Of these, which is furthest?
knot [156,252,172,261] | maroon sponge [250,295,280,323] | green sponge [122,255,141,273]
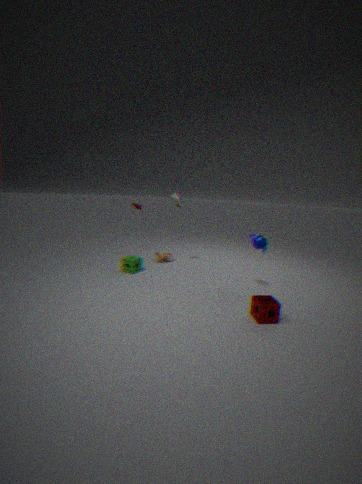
knot [156,252,172,261]
